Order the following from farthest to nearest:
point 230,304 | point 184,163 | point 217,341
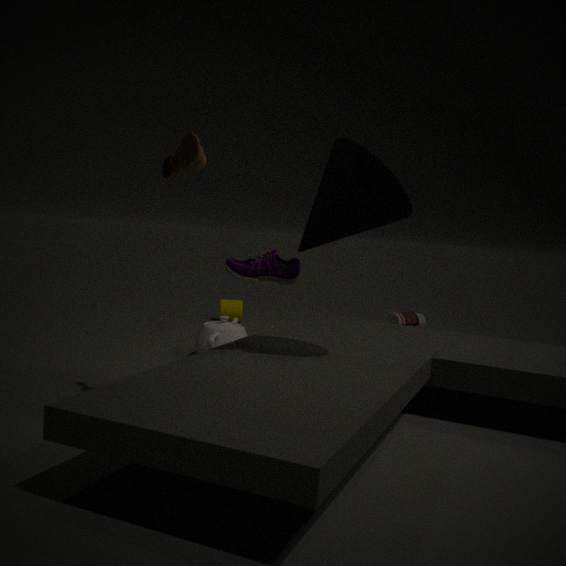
1. point 230,304
2. point 217,341
3. point 184,163
